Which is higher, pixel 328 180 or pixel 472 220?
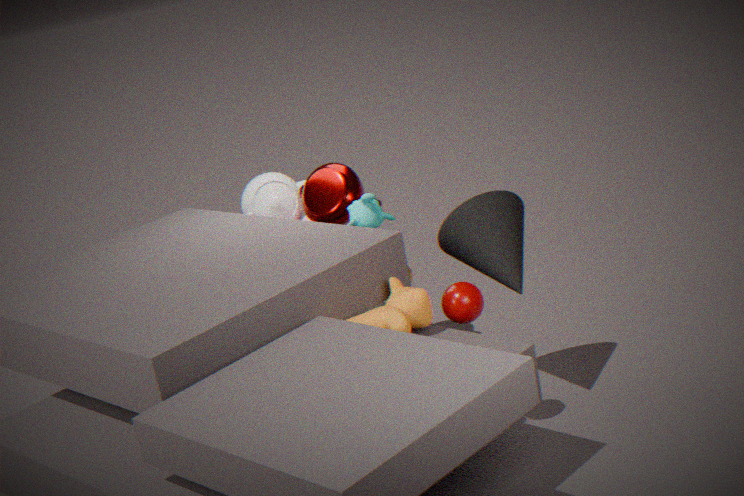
pixel 328 180
